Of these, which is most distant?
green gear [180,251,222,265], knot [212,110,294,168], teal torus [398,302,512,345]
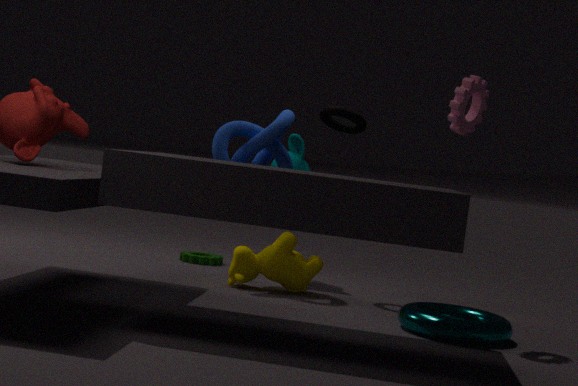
green gear [180,251,222,265]
